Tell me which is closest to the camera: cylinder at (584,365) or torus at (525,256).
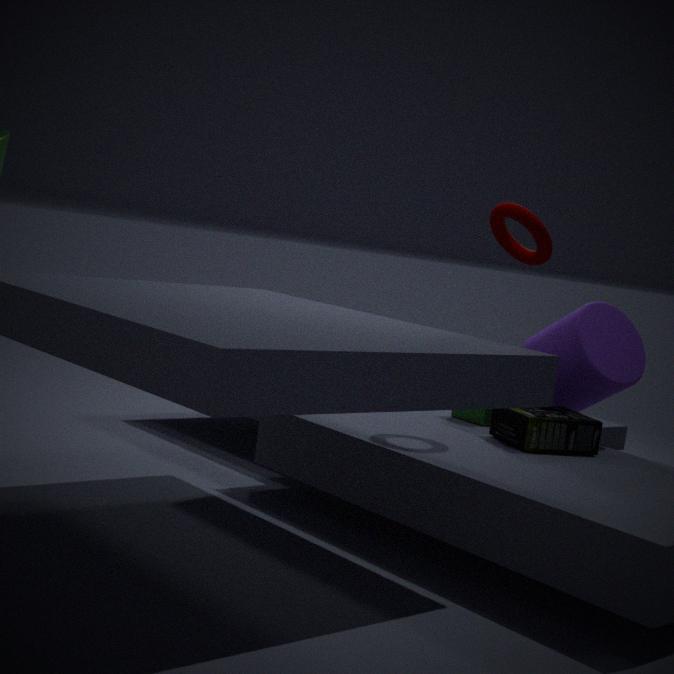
torus at (525,256)
